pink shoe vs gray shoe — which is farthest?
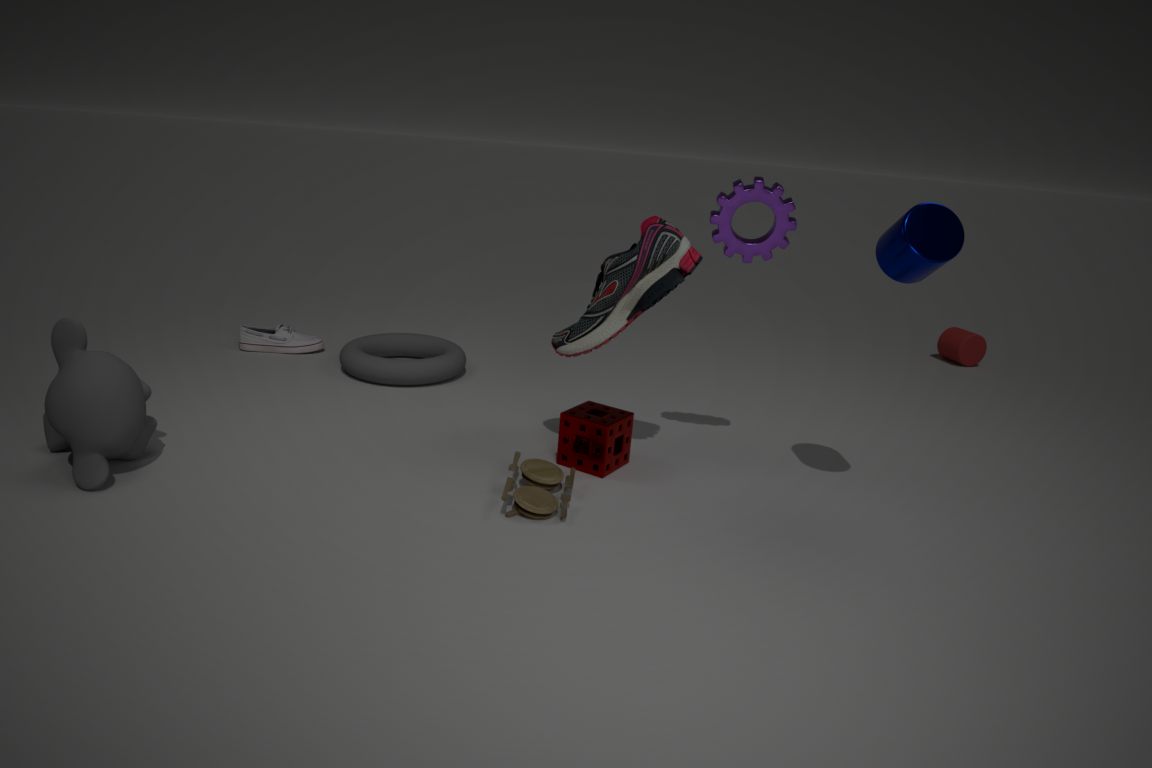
gray shoe
